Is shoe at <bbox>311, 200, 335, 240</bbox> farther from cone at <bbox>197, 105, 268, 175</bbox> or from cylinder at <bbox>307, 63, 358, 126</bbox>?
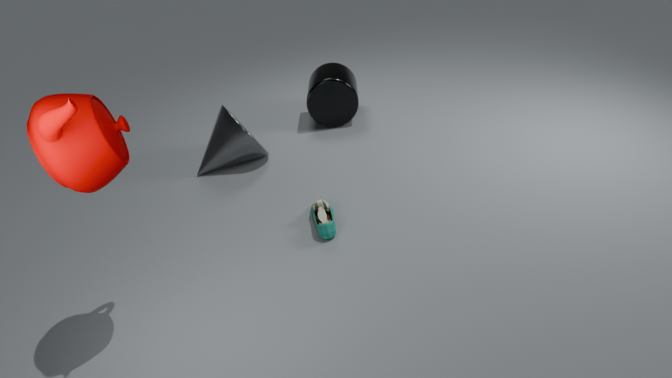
cylinder at <bbox>307, 63, 358, 126</bbox>
